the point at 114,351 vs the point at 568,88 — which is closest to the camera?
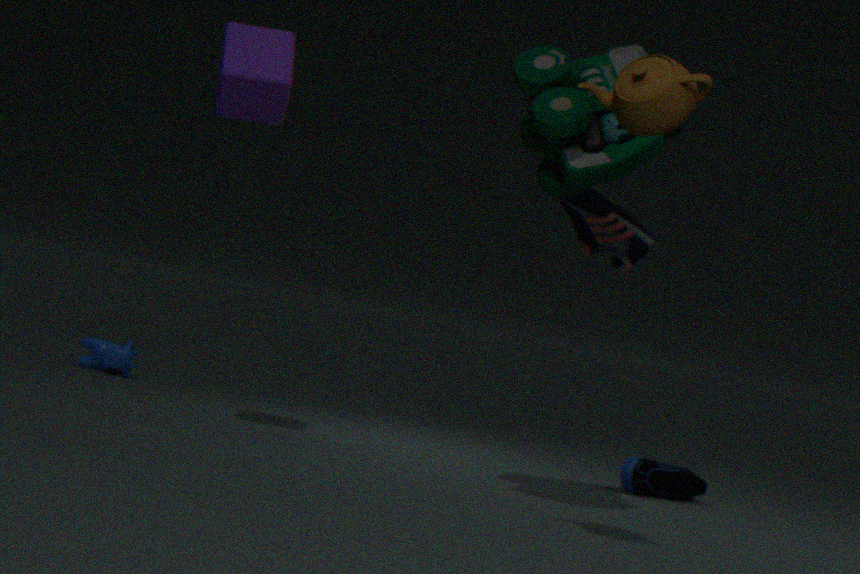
the point at 568,88
